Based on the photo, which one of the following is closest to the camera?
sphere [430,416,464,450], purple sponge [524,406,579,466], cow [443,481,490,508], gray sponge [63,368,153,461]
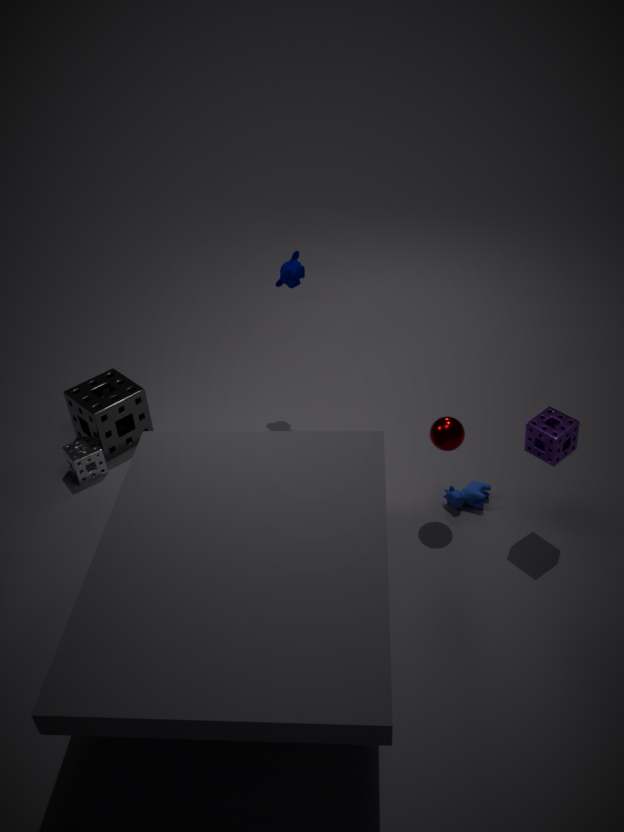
purple sponge [524,406,579,466]
